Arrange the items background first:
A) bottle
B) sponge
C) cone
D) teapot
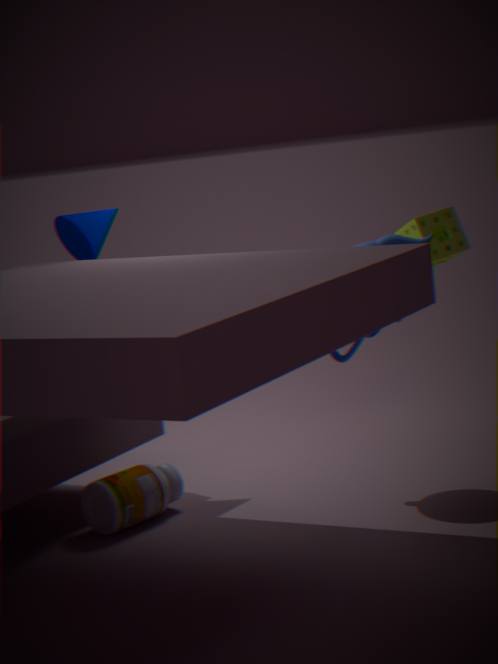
sponge → cone → teapot → bottle
